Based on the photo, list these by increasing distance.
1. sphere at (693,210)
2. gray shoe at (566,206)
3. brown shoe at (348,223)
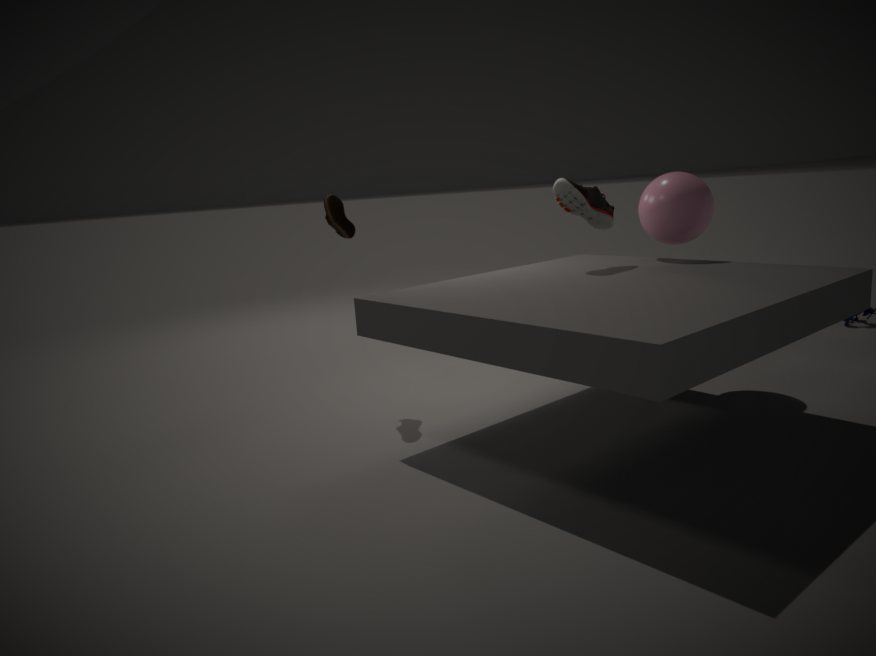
gray shoe at (566,206), brown shoe at (348,223), sphere at (693,210)
